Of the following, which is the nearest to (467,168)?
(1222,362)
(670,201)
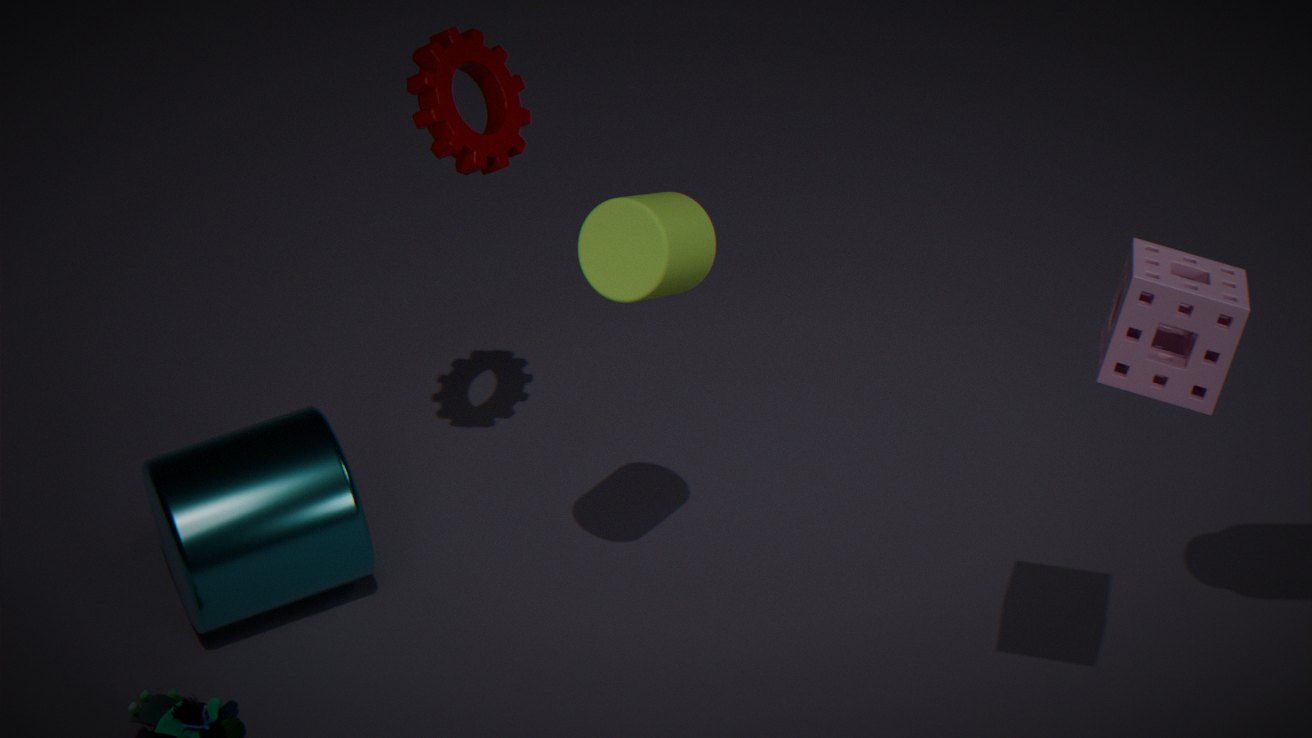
(670,201)
